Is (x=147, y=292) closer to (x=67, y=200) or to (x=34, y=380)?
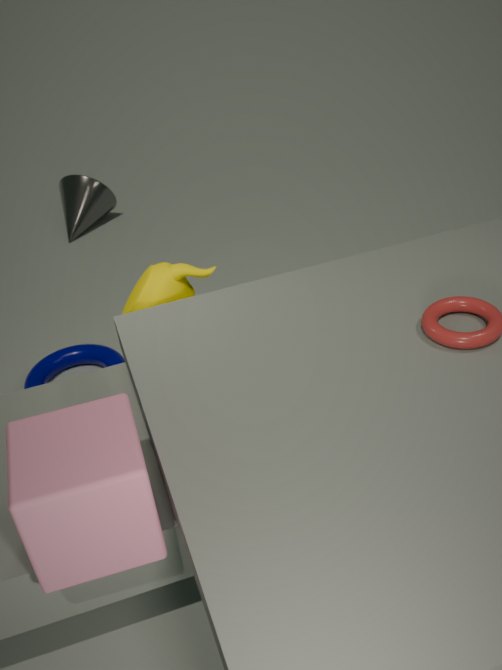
(x=34, y=380)
